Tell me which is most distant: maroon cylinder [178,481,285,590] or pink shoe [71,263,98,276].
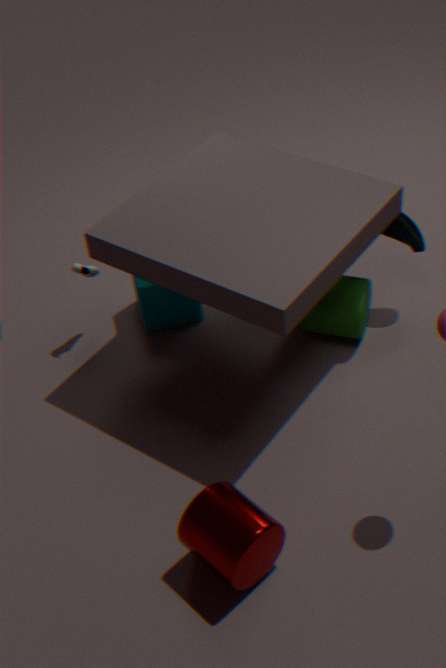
pink shoe [71,263,98,276]
